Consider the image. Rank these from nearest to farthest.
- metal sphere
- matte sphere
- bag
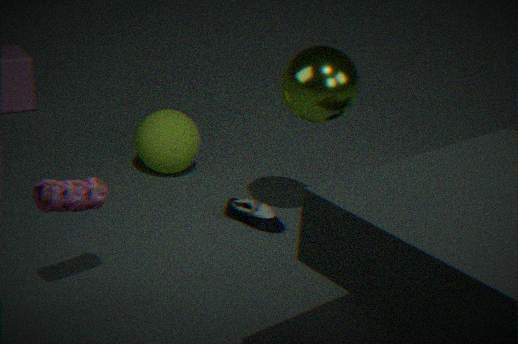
1. bag
2. metal sphere
3. matte sphere
